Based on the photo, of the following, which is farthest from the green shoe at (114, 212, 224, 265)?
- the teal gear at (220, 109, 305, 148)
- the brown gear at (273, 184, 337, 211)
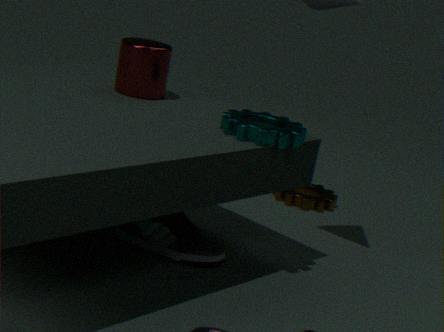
the brown gear at (273, 184, 337, 211)
